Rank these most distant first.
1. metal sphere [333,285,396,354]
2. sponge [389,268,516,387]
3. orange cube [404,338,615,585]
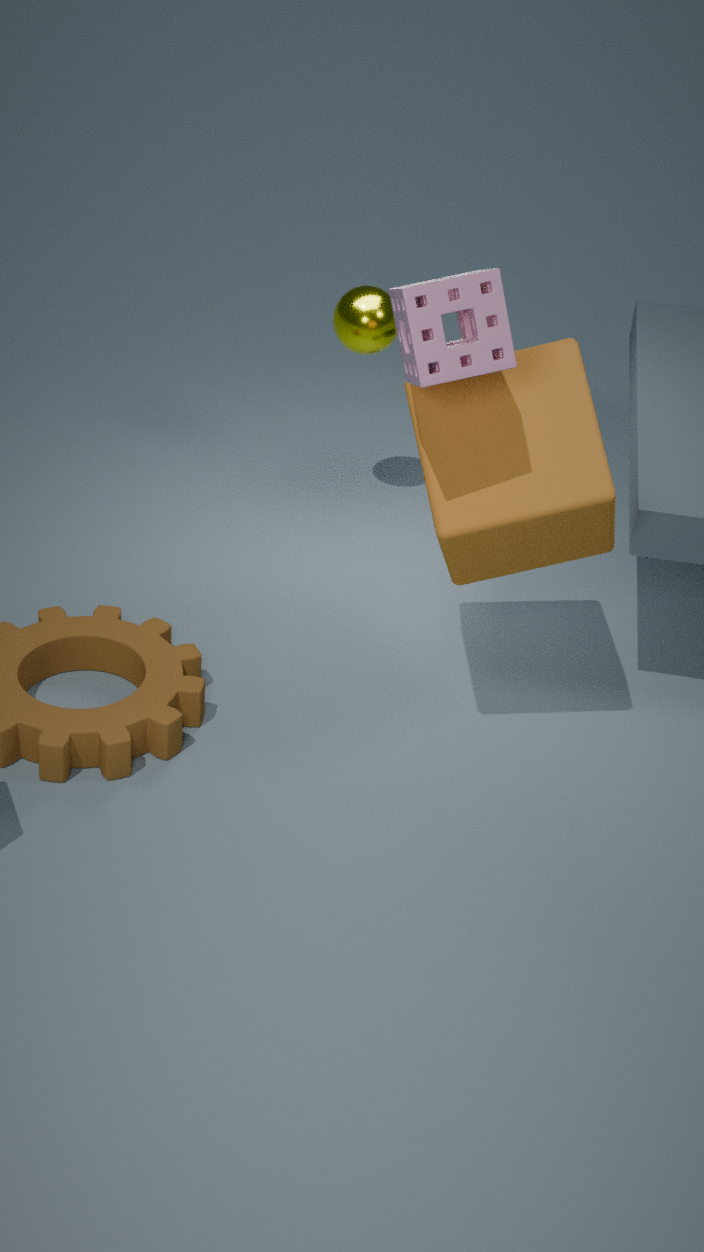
metal sphere [333,285,396,354]
orange cube [404,338,615,585]
sponge [389,268,516,387]
